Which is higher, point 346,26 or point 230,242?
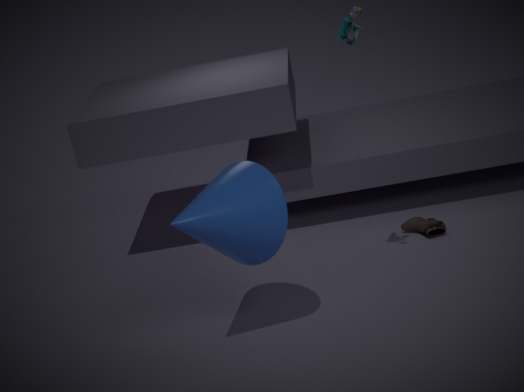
point 346,26
